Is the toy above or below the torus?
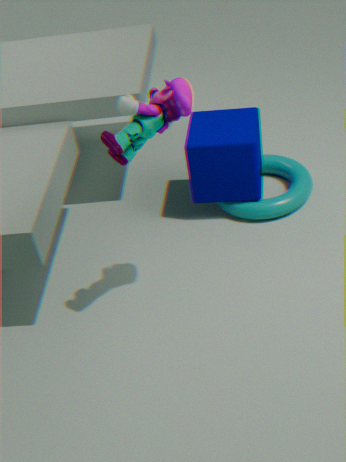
above
